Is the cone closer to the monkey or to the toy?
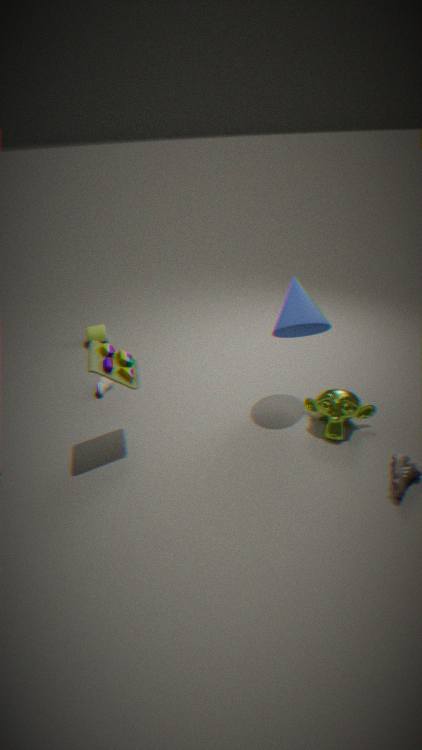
the monkey
